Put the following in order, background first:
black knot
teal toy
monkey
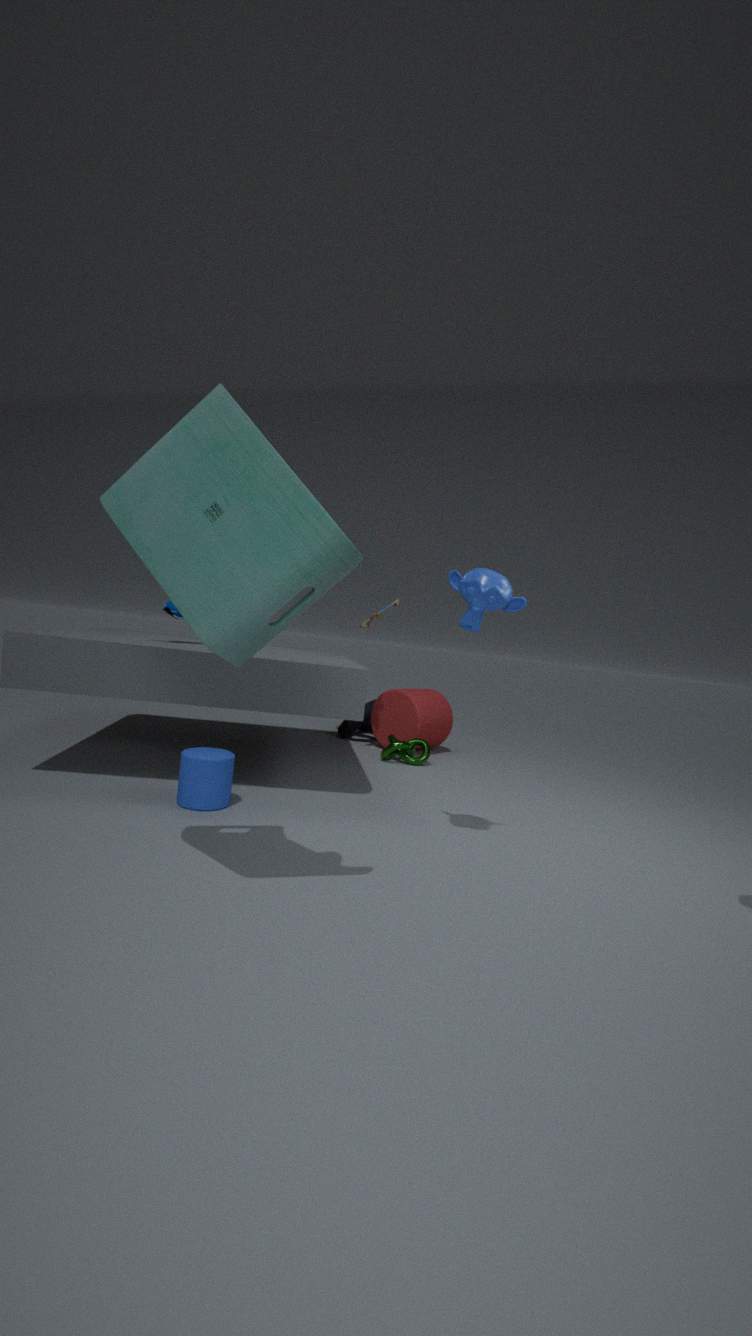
black knot
monkey
teal toy
